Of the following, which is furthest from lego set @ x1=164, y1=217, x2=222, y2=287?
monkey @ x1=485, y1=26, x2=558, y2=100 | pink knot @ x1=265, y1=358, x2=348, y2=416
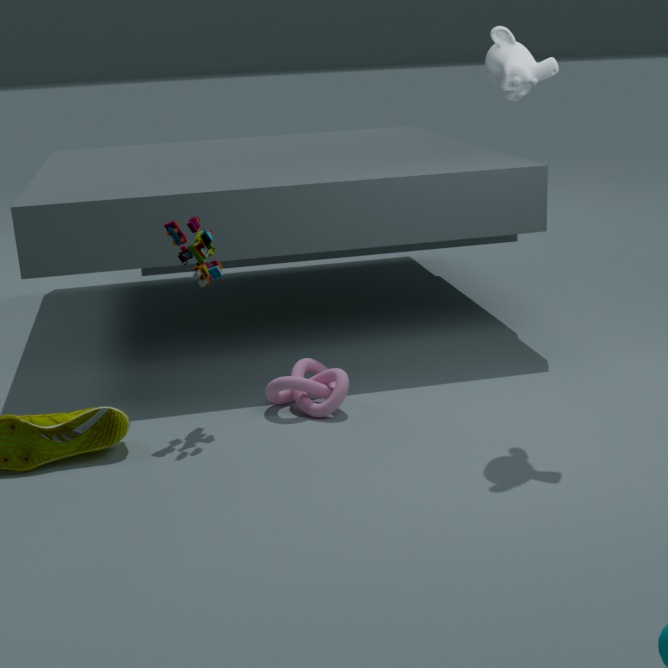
monkey @ x1=485, y1=26, x2=558, y2=100
